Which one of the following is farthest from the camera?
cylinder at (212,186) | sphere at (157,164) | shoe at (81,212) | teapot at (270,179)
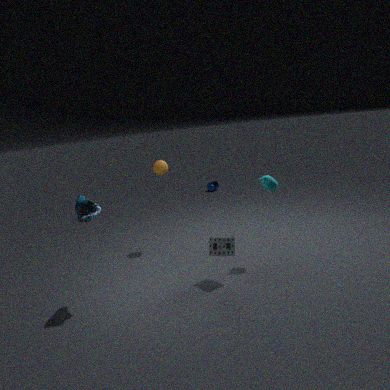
cylinder at (212,186)
